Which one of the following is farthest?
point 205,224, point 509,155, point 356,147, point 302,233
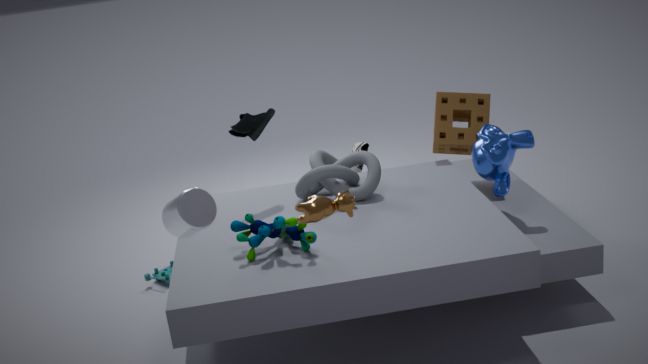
point 356,147
